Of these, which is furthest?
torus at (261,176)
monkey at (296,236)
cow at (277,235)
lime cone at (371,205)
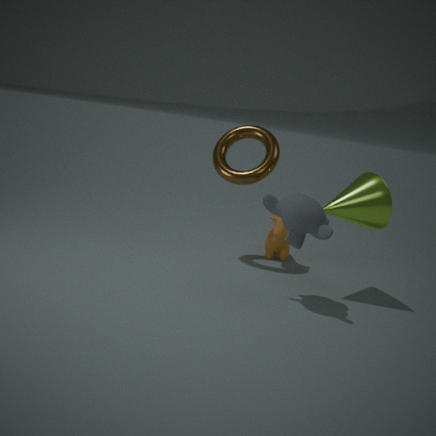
cow at (277,235)
